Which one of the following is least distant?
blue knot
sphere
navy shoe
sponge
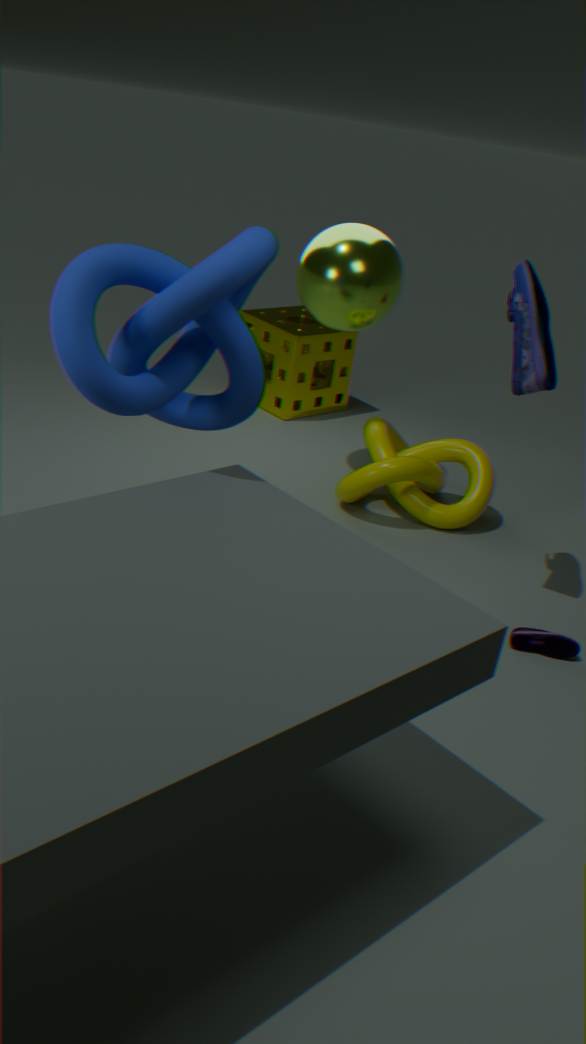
blue knot
